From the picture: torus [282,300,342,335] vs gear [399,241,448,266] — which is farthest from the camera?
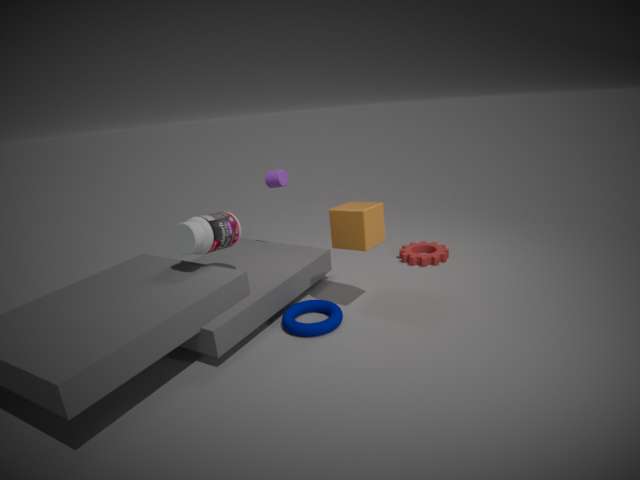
gear [399,241,448,266]
